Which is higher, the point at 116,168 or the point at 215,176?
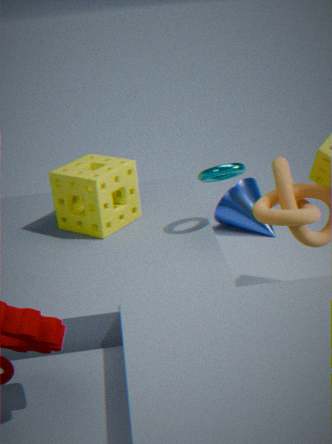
the point at 215,176
